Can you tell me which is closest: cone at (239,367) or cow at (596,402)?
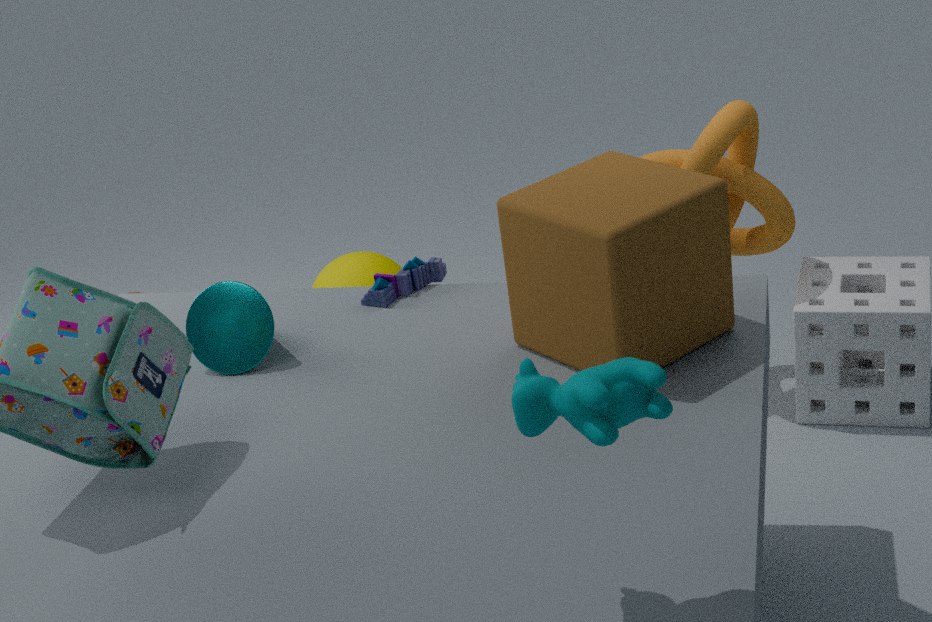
cow at (596,402)
